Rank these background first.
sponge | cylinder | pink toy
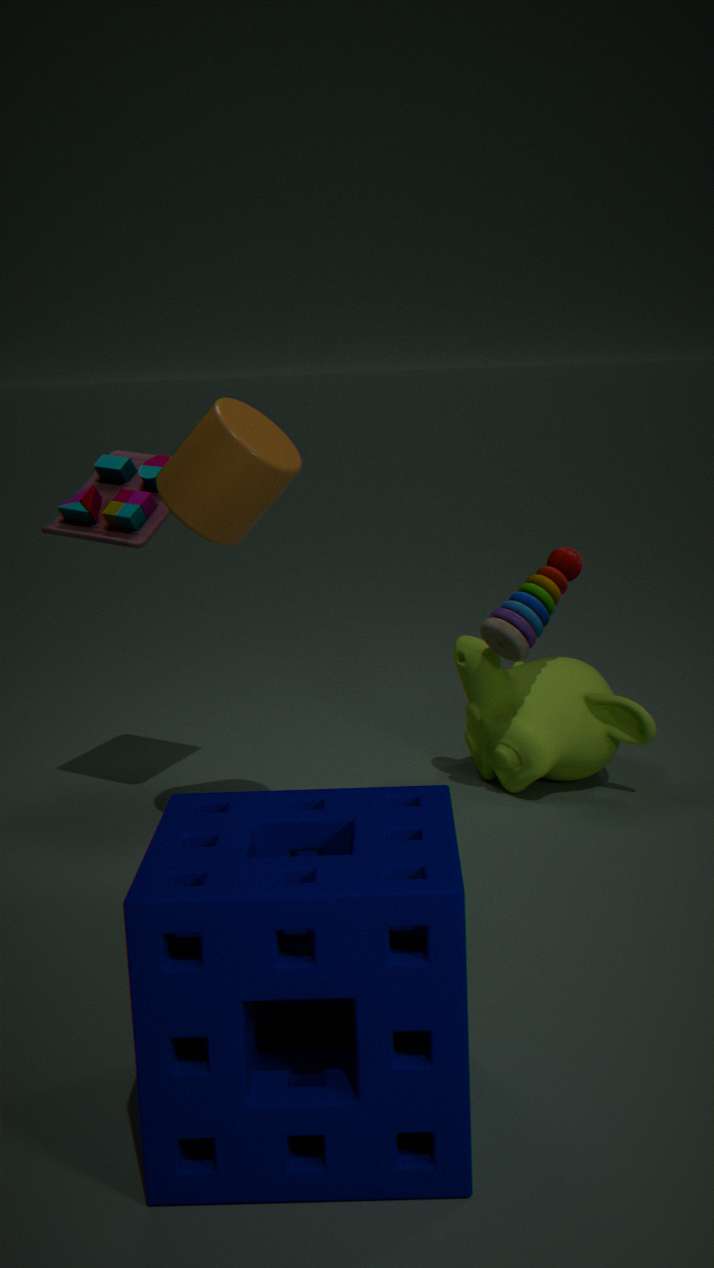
pink toy, cylinder, sponge
